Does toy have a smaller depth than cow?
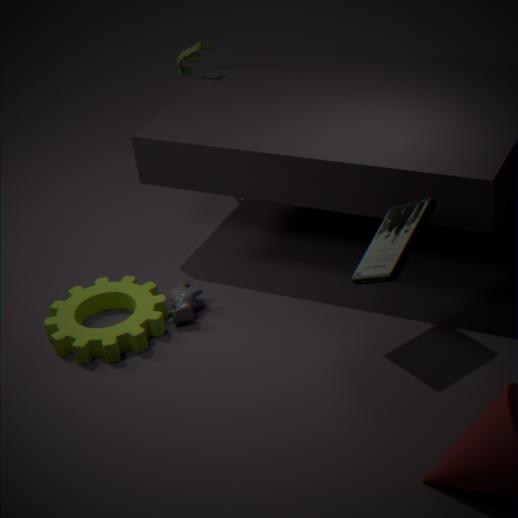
No
